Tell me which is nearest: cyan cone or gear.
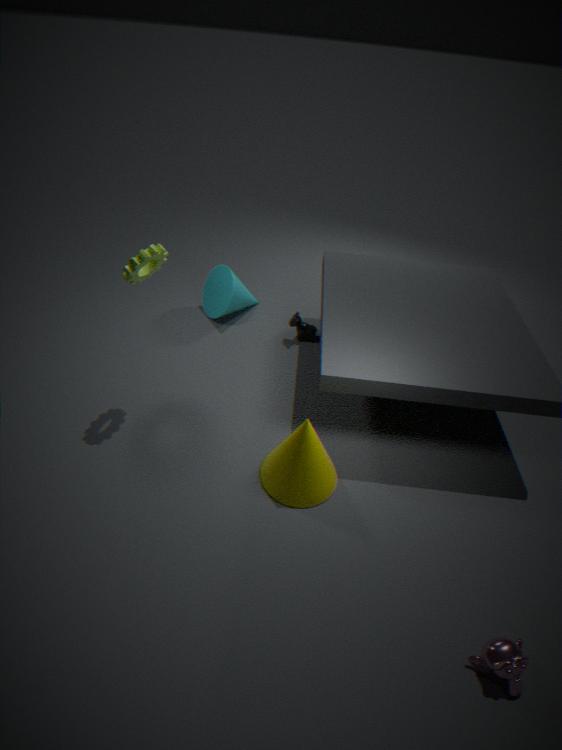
gear
